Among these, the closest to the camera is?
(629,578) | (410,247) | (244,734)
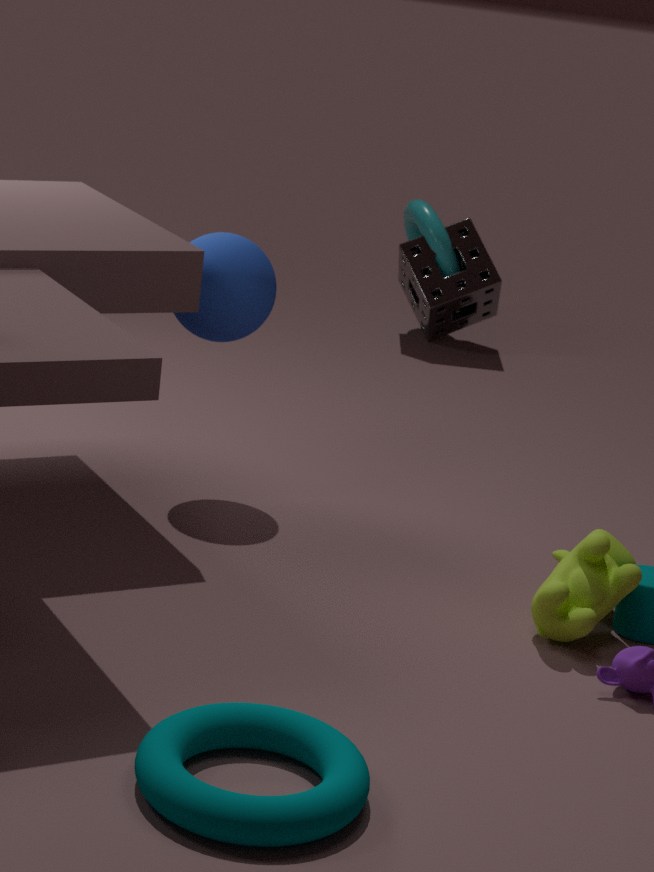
(244,734)
